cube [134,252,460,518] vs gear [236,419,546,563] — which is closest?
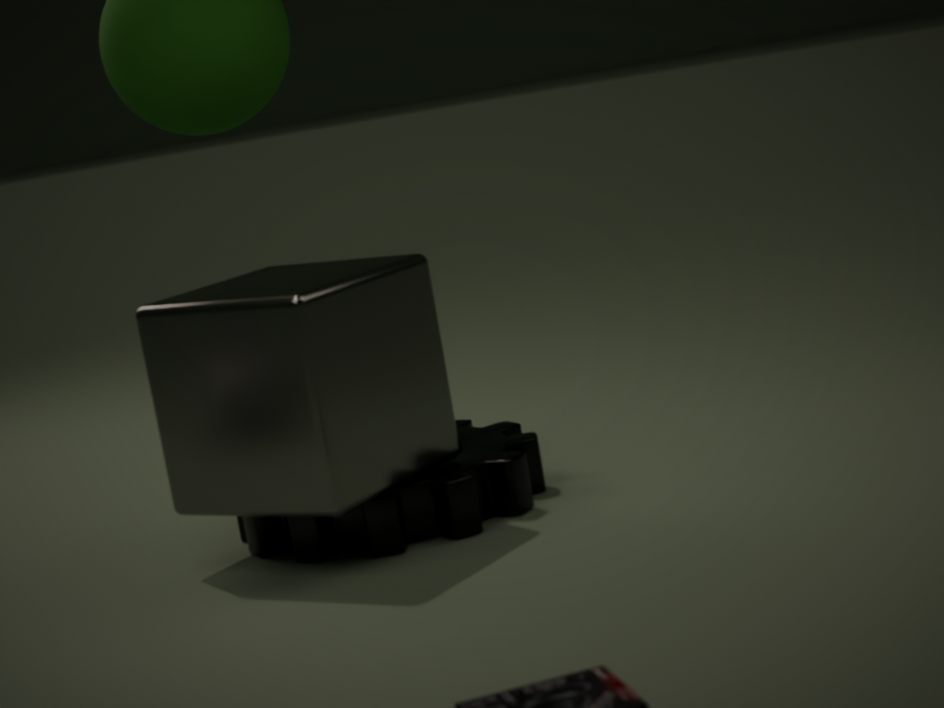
cube [134,252,460,518]
